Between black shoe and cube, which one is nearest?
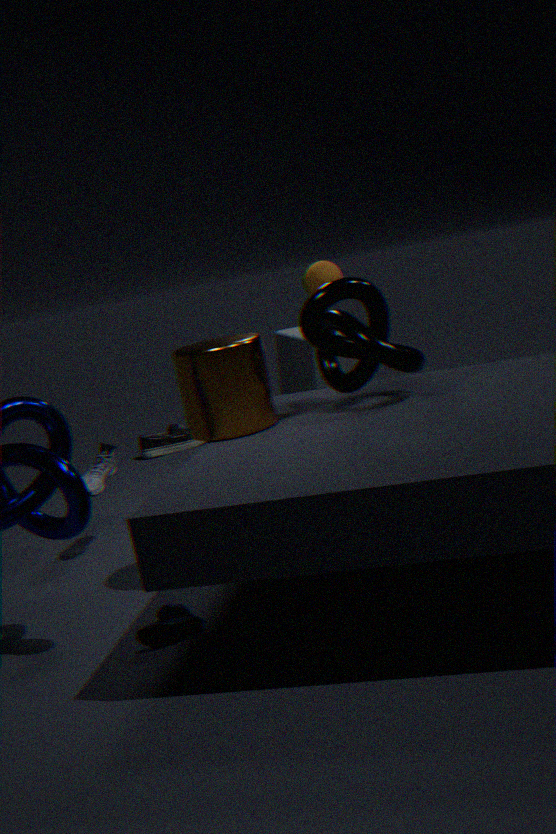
cube
